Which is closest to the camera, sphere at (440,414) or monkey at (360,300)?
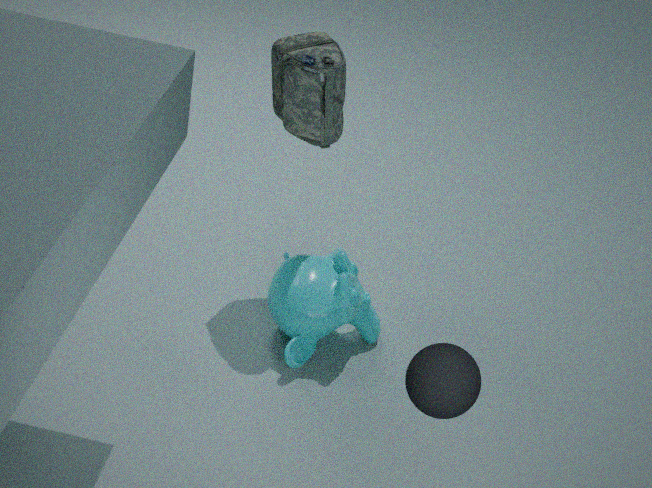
sphere at (440,414)
